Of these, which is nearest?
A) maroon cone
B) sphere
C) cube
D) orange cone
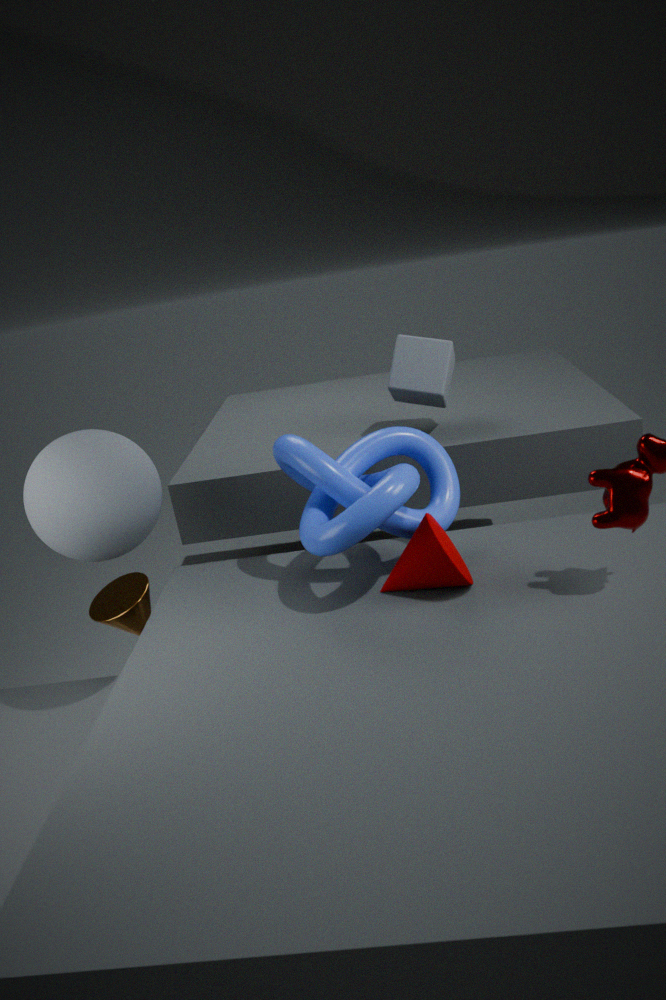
maroon cone
